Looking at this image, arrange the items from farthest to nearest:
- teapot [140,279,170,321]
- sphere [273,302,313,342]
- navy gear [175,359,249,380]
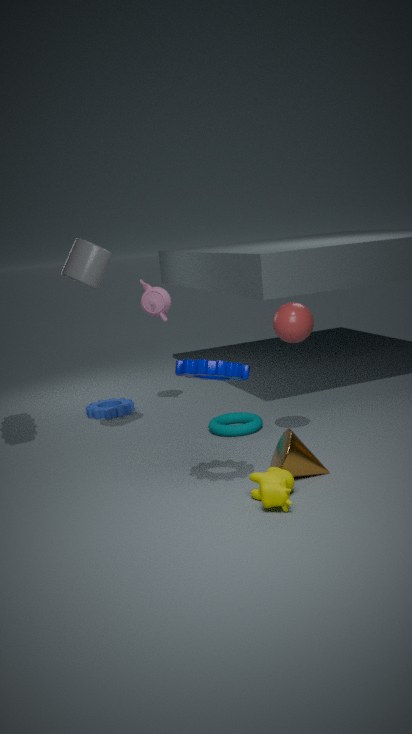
1. teapot [140,279,170,321]
2. sphere [273,302,313,342]
3. navy gear [175,359,249,380]
